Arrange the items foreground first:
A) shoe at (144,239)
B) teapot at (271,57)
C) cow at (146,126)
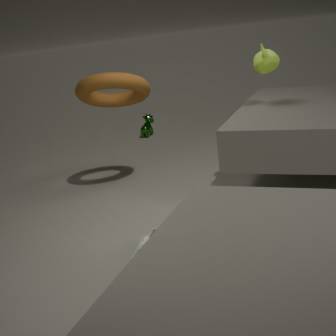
shoe at (144,239), teapot at (271,57), cow at (146,126)
